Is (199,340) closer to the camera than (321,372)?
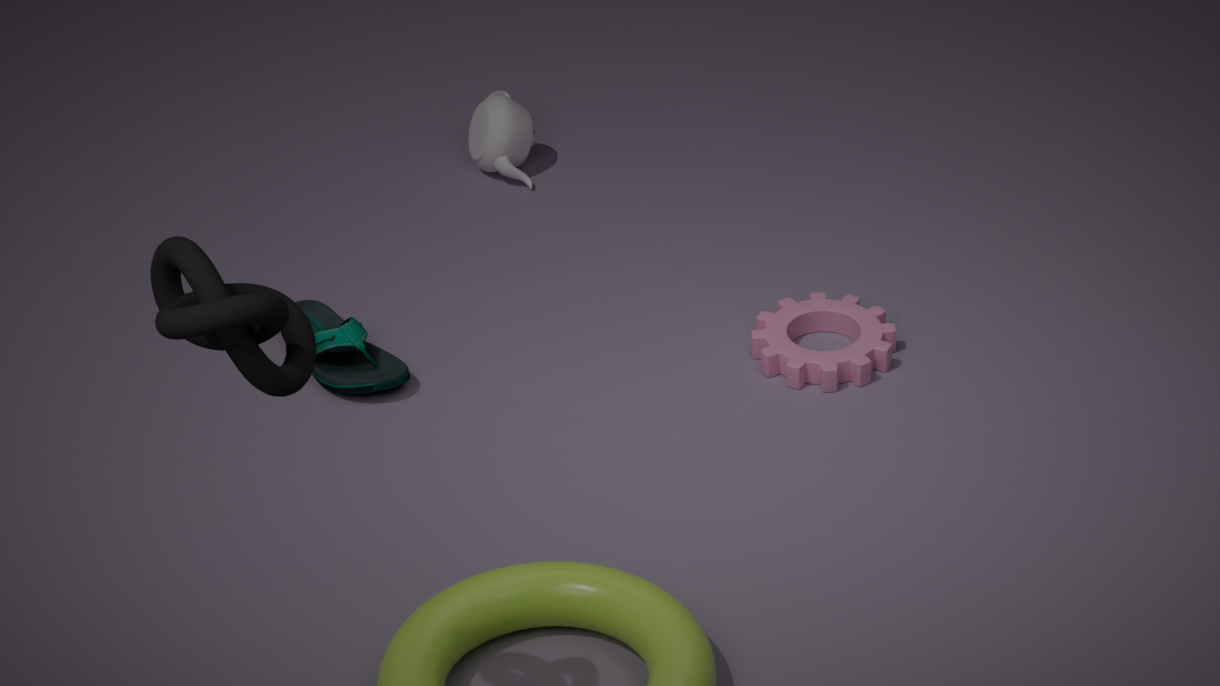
Yes
